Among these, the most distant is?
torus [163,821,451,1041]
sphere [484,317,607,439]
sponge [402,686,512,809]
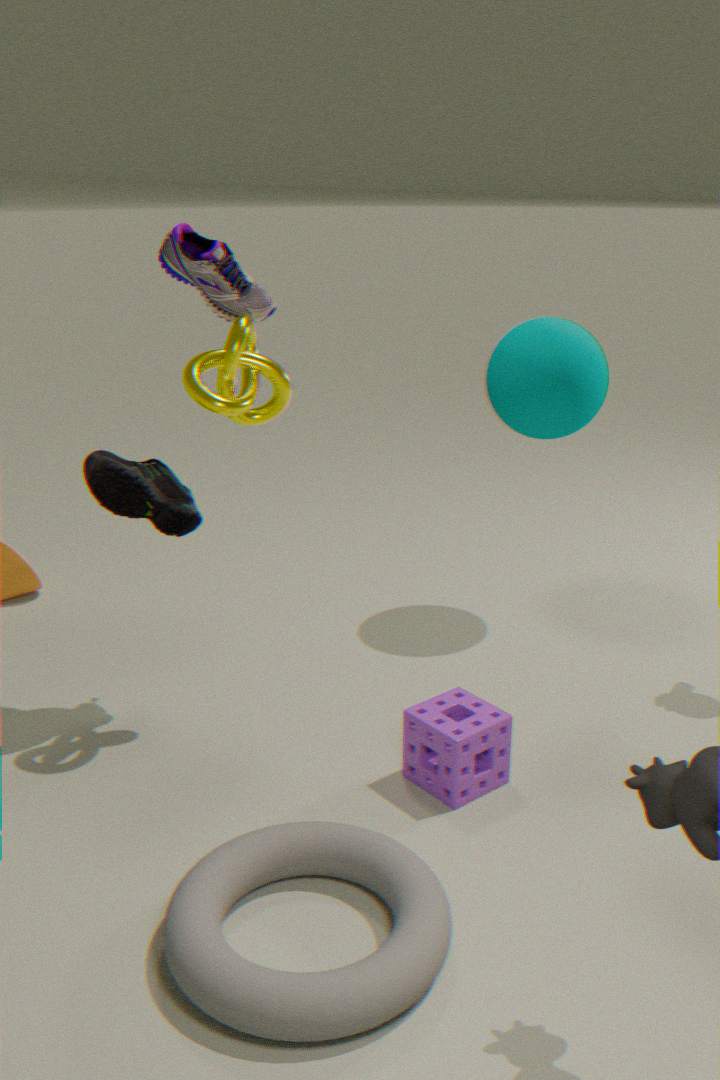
sphere [484,317,607,439]
